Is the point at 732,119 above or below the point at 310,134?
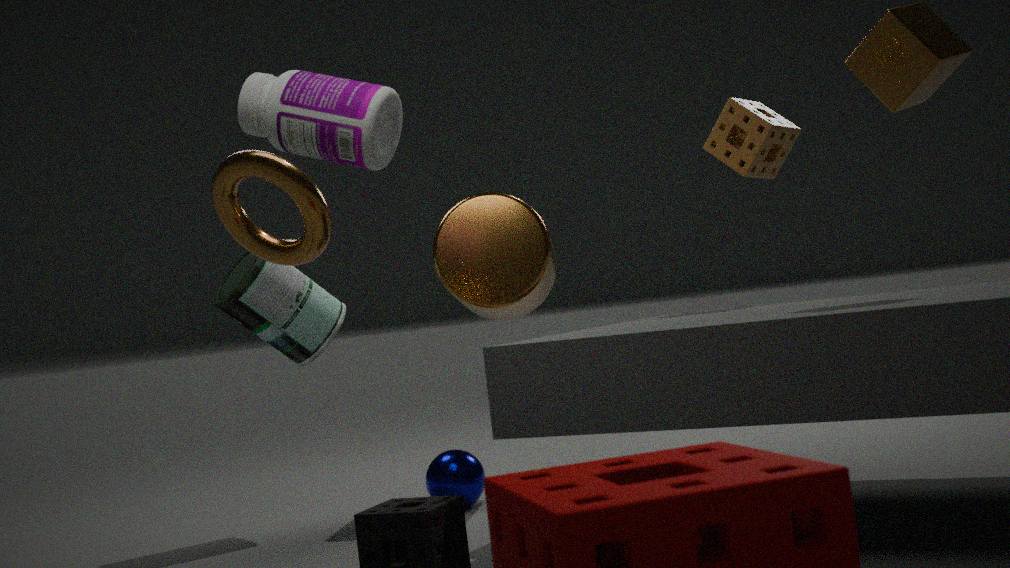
below
